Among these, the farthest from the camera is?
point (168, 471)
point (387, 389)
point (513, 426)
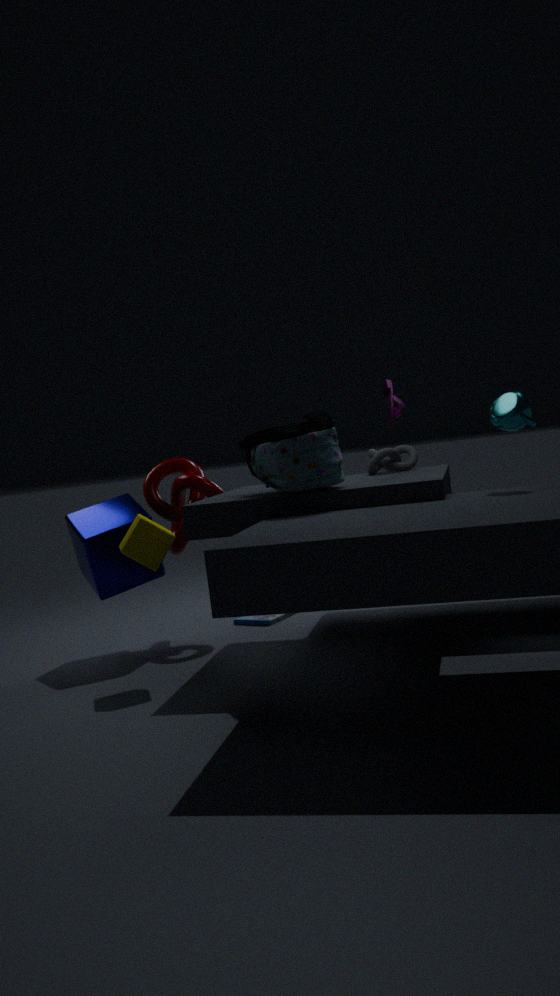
point (168, 471)
